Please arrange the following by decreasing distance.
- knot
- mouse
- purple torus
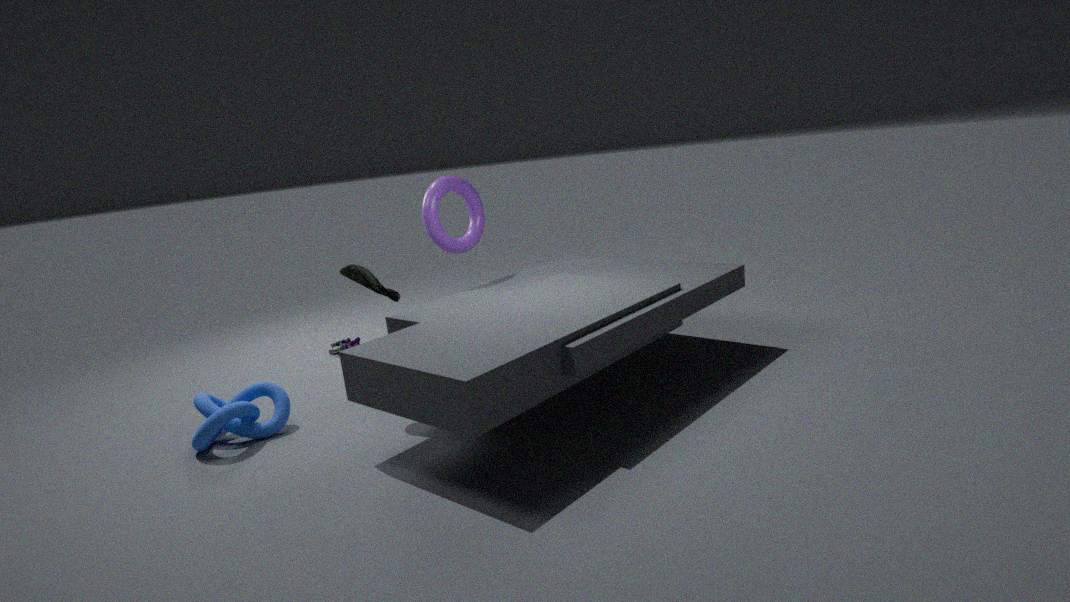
1. purple torus
2. mouse
3. knot
